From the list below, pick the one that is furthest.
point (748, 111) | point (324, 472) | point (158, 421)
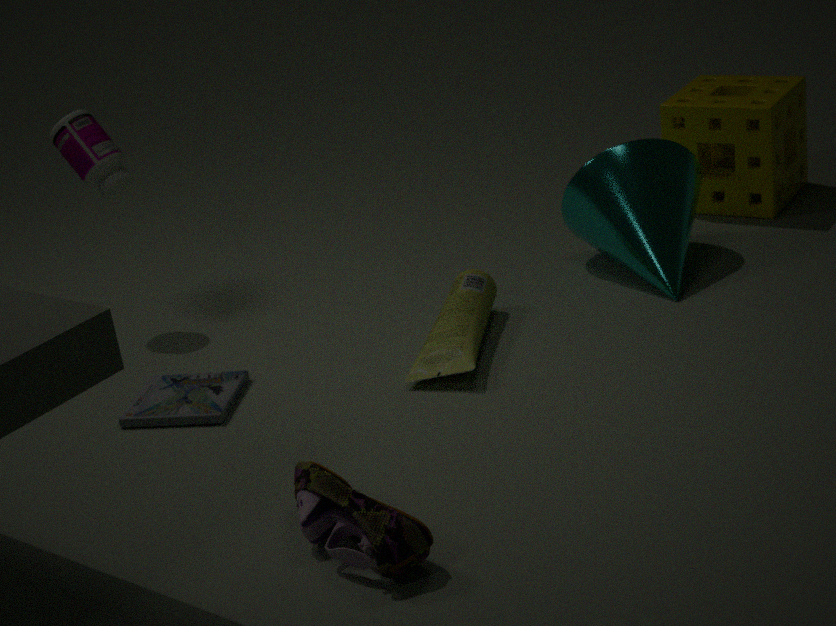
point (748, 111)
